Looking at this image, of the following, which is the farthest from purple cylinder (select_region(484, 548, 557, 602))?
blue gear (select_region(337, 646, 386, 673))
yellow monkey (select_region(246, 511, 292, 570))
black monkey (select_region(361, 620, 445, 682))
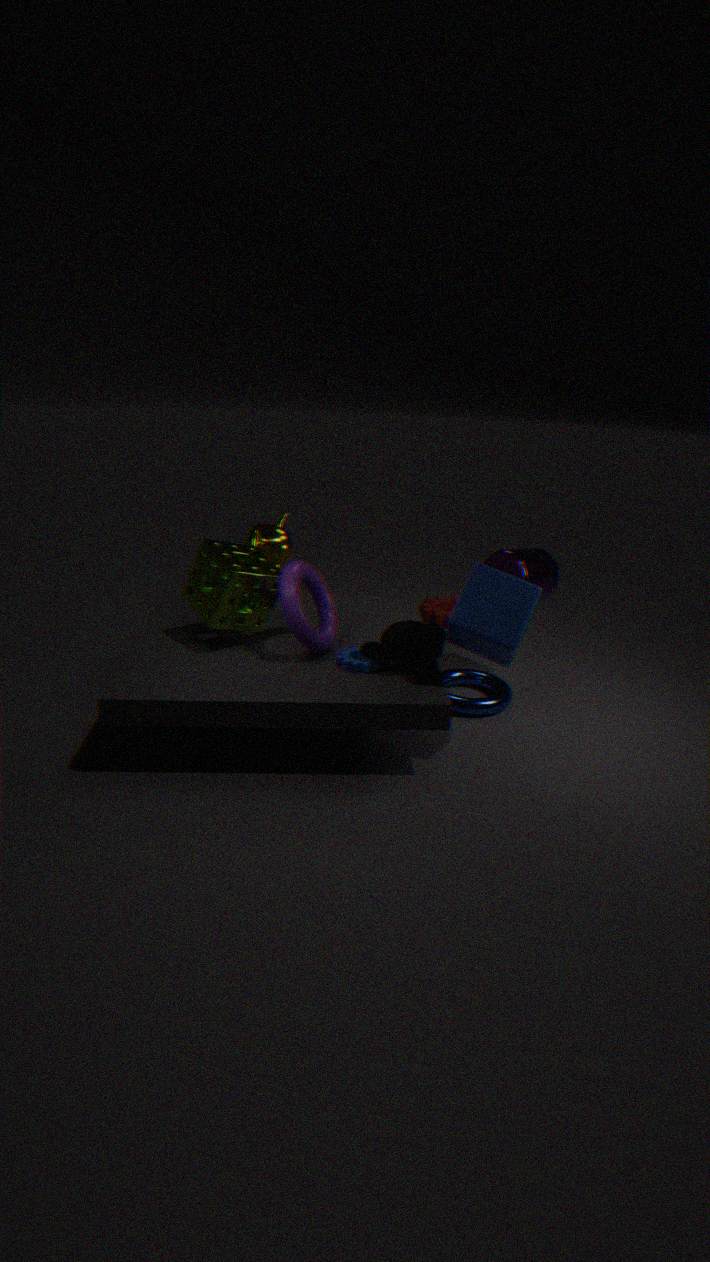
yellow monkey (select_region(246, 511, 292, 570))
